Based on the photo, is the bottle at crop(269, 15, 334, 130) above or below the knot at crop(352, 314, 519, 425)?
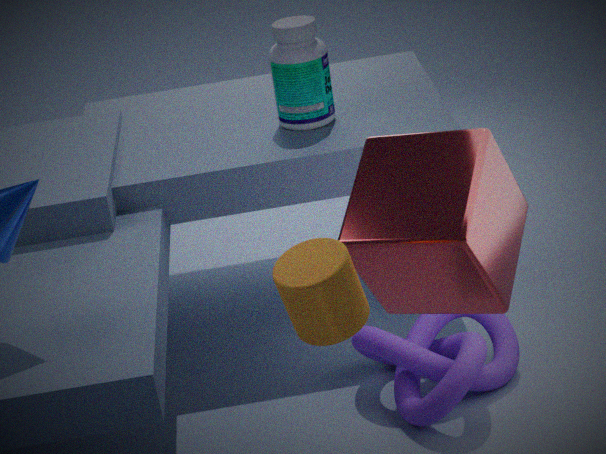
above
